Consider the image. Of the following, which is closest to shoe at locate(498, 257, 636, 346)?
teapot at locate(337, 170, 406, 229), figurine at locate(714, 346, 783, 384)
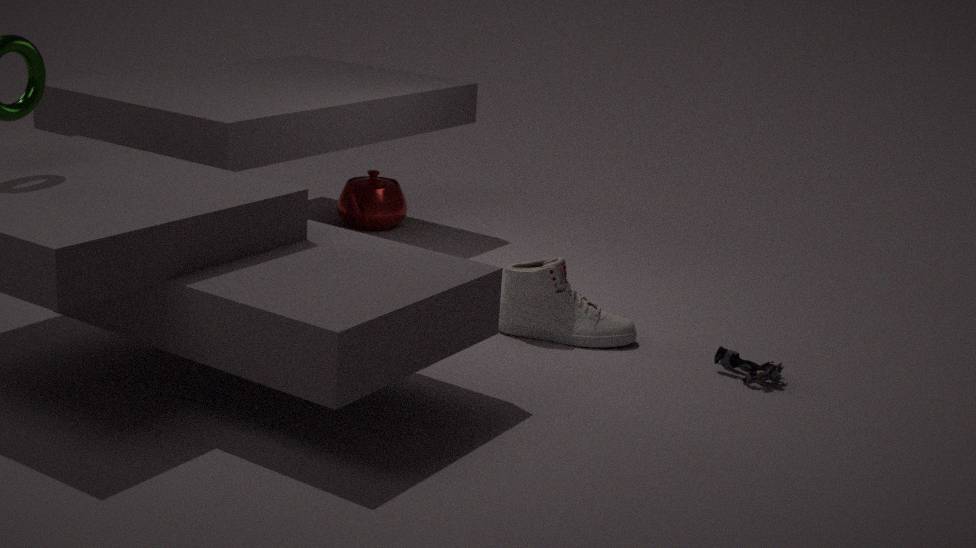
figurine at locate(714, 346, 783, 384)
